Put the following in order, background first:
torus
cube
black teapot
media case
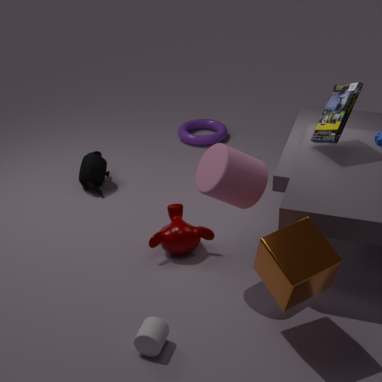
torus < black teapot < media case < cube
